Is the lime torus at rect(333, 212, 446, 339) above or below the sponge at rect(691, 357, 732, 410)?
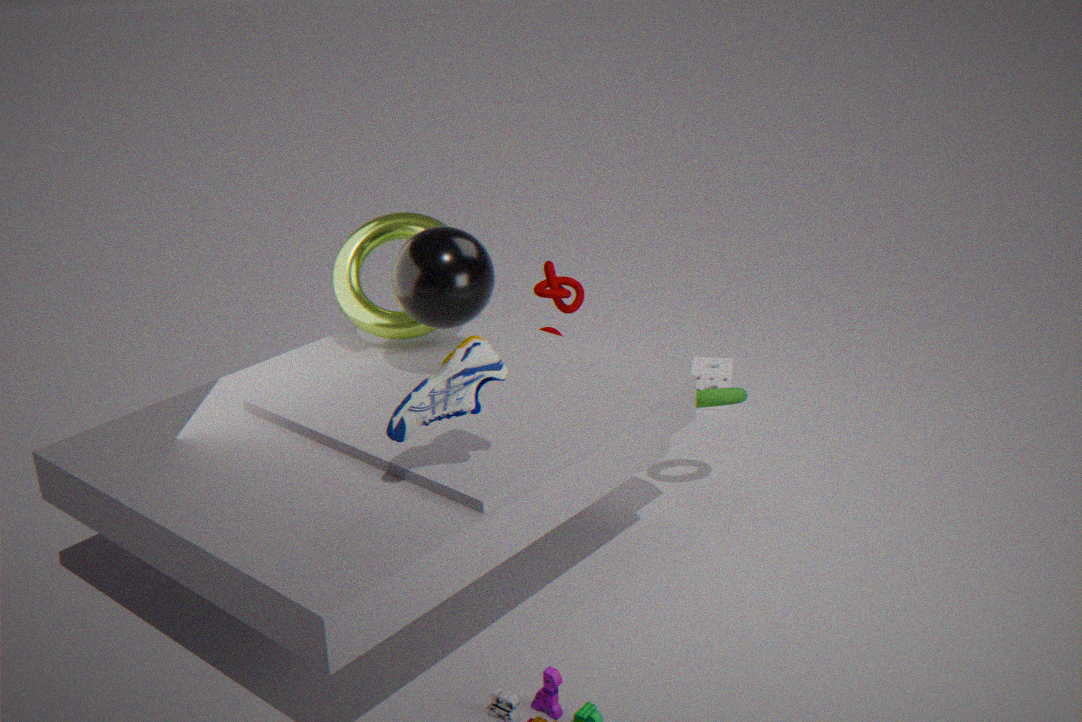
above
